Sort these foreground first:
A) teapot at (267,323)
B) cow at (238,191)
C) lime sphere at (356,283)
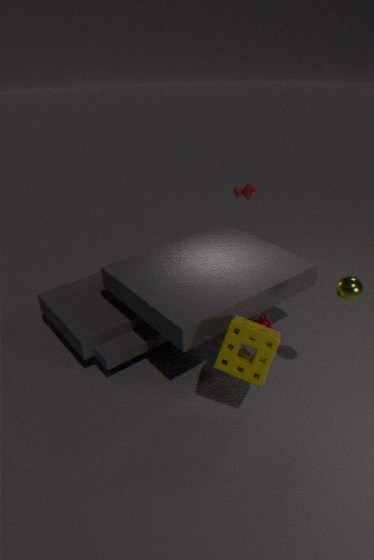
lime sphere at (356,283) → teapot at (267,323) → cow at (238,191)
